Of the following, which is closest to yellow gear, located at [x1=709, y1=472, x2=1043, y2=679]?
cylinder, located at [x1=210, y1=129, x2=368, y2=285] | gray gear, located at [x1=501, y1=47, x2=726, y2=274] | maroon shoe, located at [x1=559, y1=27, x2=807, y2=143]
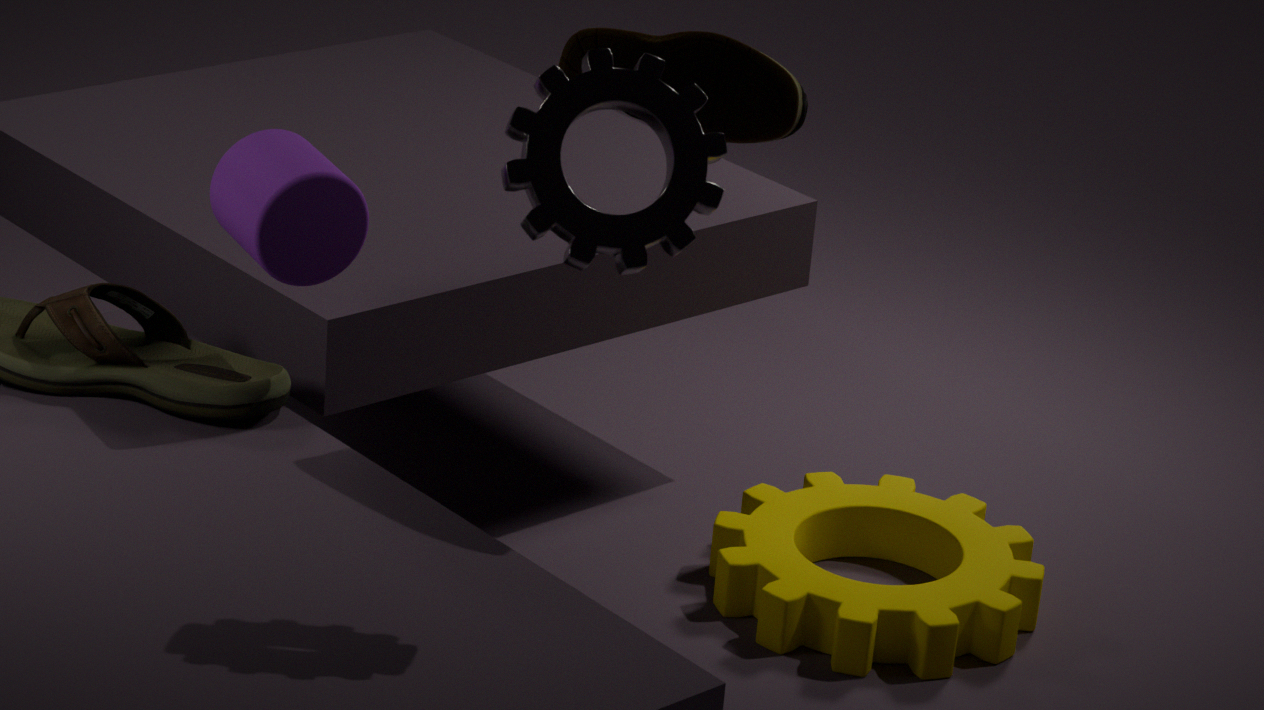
cylinder, located at [x1=210, y1=129, x2=368, y2=285]
